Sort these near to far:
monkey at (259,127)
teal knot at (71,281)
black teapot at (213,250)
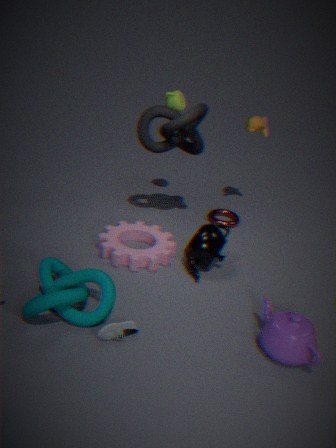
1. teal knot at (71,281)
2. black teapot at (213,250)
3. monkey at (259,127)
